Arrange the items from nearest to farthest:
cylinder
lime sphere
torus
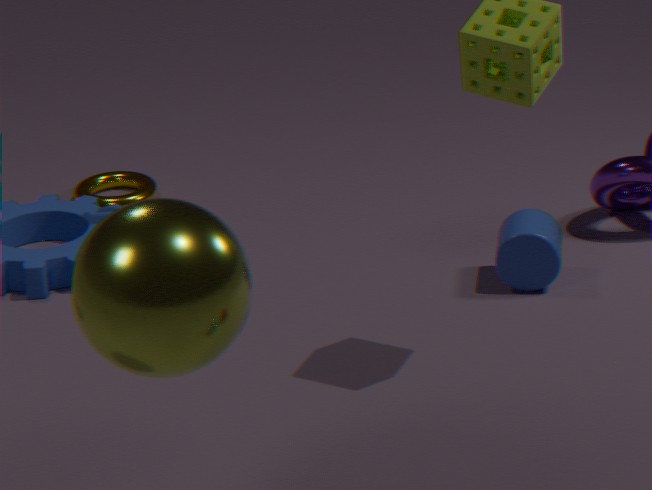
lime sphere < cylinder < torus
